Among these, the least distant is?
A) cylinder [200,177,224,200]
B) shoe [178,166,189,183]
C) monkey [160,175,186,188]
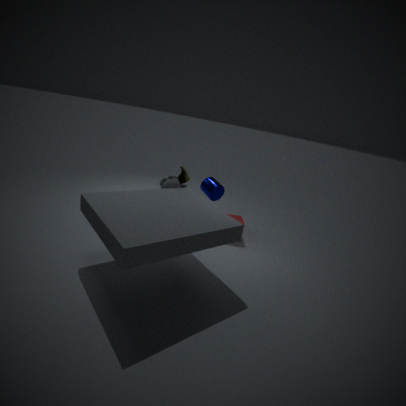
monkey [160,175,186,188]
